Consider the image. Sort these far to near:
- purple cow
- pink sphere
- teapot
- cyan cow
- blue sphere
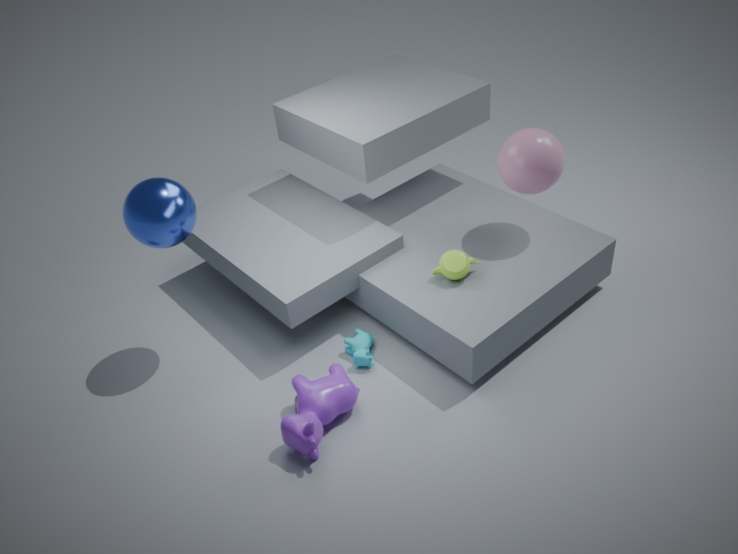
cyan cow
teapot
pink sphere
blue sphere
purple cow
